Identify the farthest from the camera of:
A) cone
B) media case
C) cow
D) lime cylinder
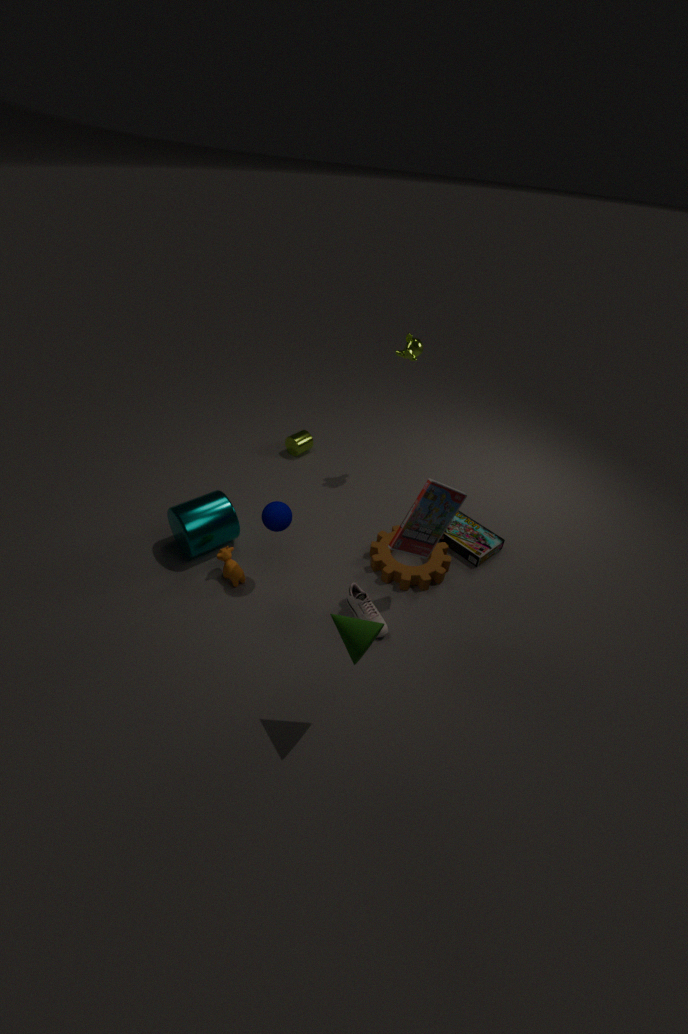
lime cylinder
